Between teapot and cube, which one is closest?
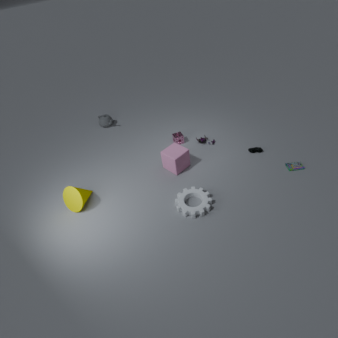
cube
